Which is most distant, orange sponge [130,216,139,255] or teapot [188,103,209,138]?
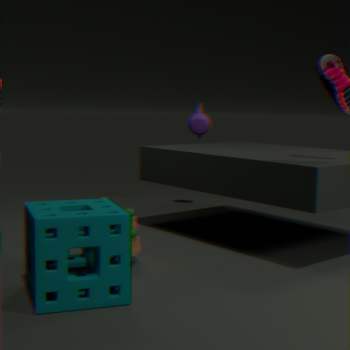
teapot [188,103,209,138]
